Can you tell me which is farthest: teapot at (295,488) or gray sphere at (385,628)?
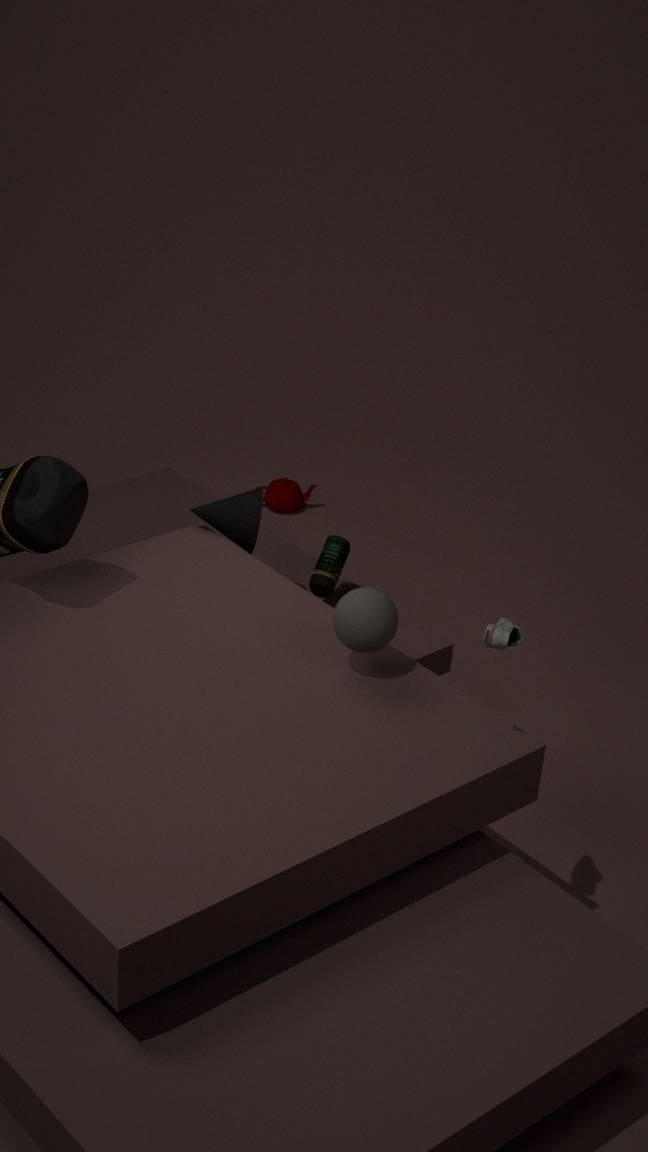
teapot at (295,488)
